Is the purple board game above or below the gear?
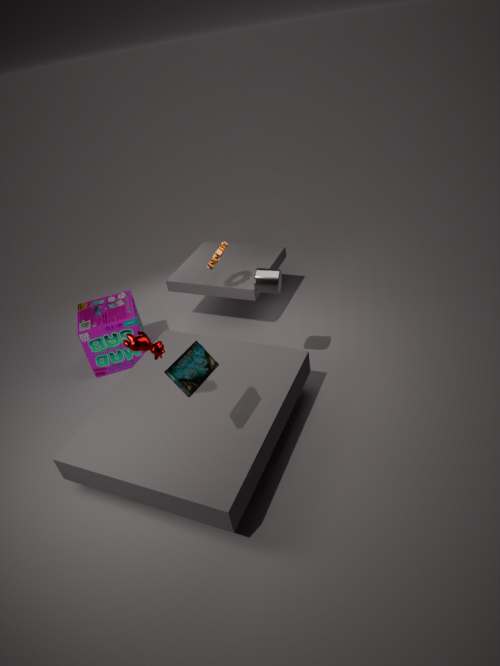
below
